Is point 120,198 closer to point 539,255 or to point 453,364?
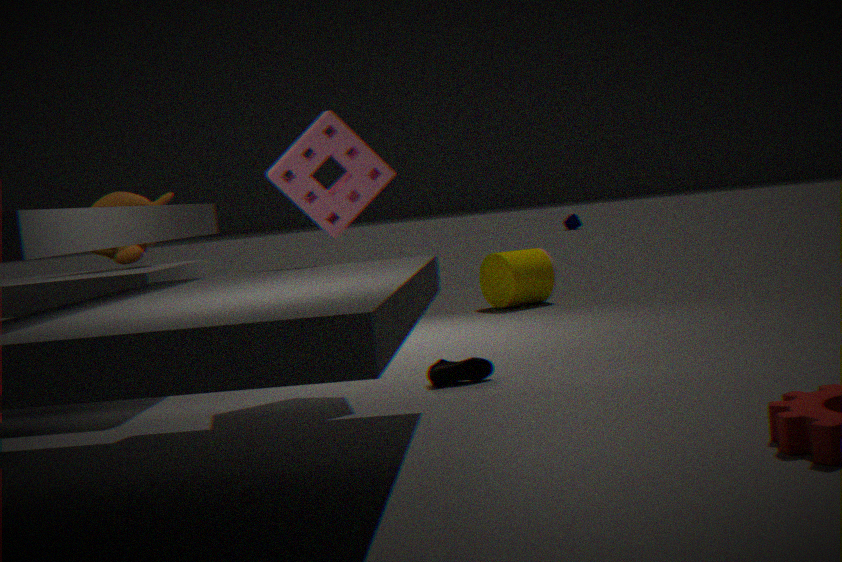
point 453,364
